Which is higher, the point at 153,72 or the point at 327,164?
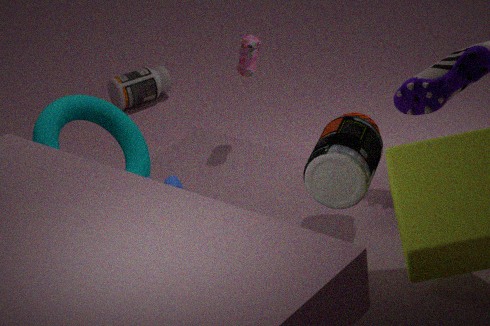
the point at 327,164
